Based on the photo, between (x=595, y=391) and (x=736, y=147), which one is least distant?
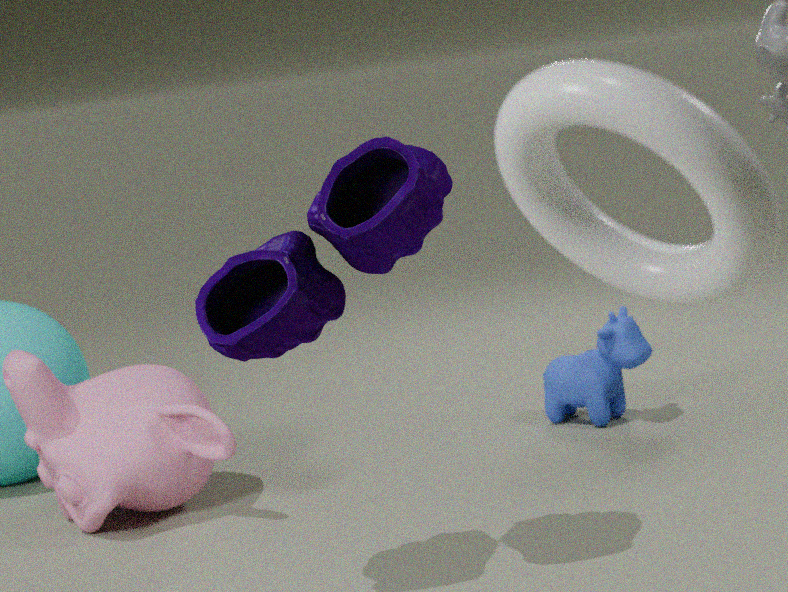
(x=736, y=147)
